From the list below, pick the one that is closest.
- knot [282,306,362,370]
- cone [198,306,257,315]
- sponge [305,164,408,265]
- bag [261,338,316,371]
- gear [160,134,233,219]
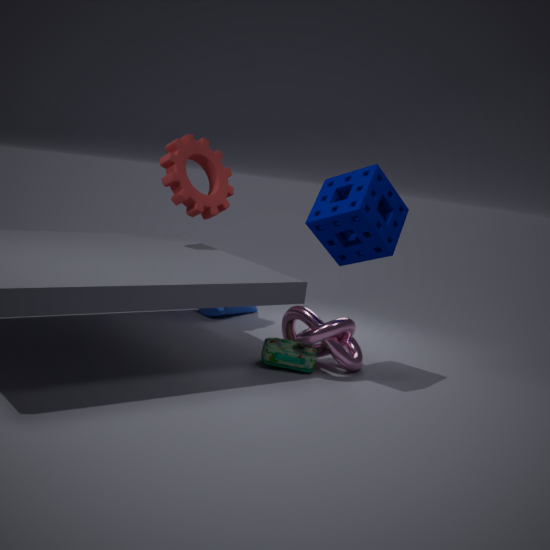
sponge [305,164,408,265]
